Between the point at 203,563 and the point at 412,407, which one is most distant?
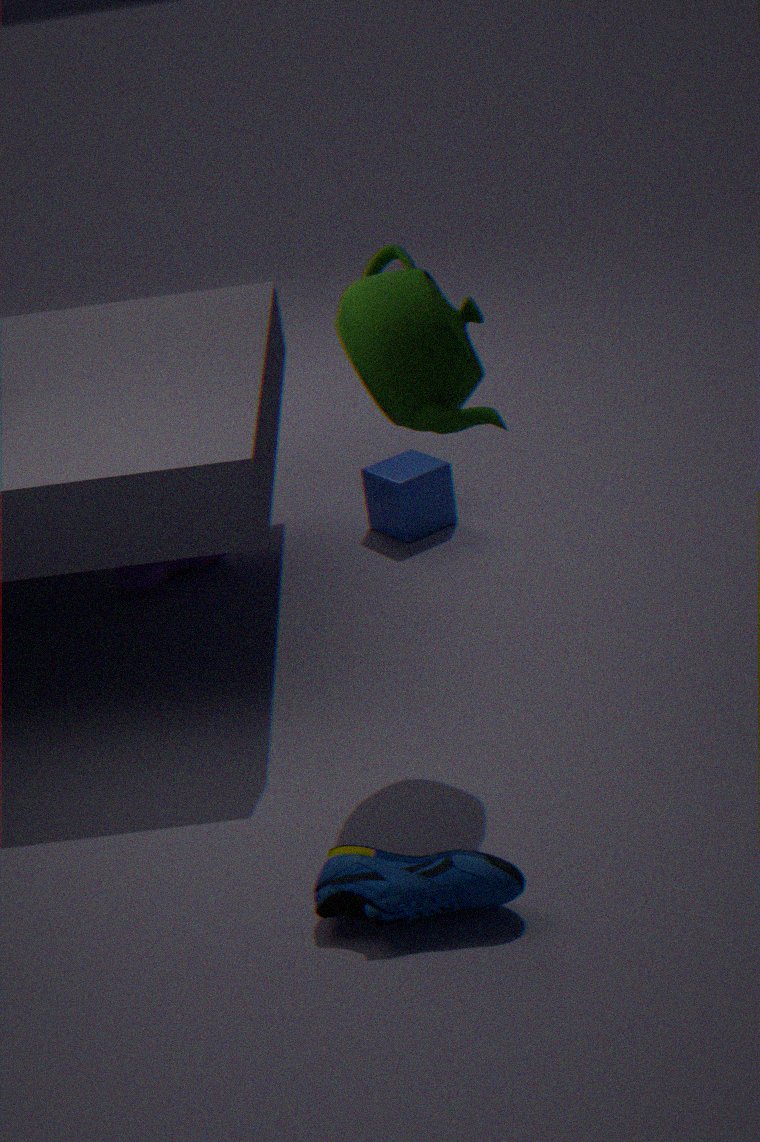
the point at 203,563
